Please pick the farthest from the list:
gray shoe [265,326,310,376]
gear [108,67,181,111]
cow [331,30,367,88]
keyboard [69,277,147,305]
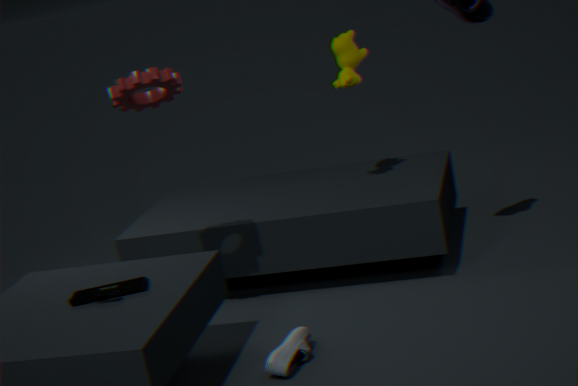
cow [331,30,367,88]
